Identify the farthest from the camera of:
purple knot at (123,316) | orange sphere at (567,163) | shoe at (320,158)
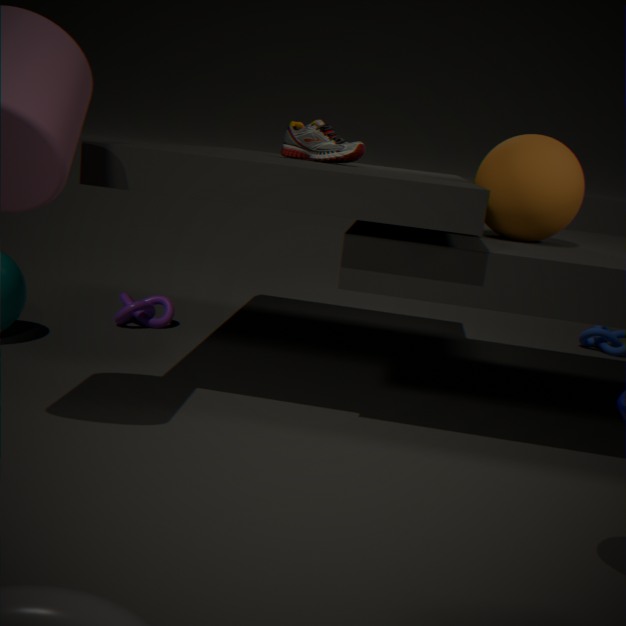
purple knot at (123,316)
